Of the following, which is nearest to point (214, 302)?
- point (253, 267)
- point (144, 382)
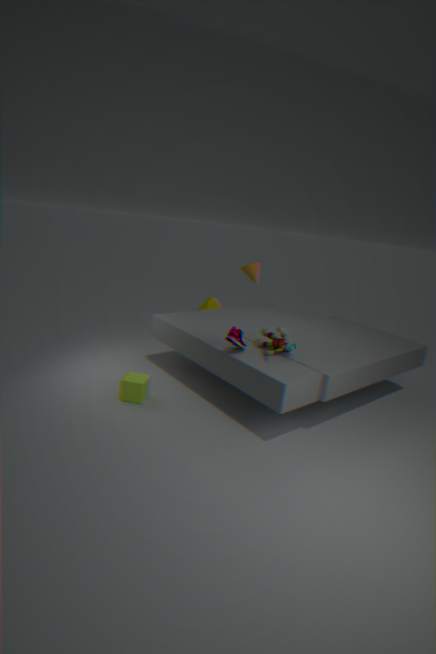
point (253, 267)
